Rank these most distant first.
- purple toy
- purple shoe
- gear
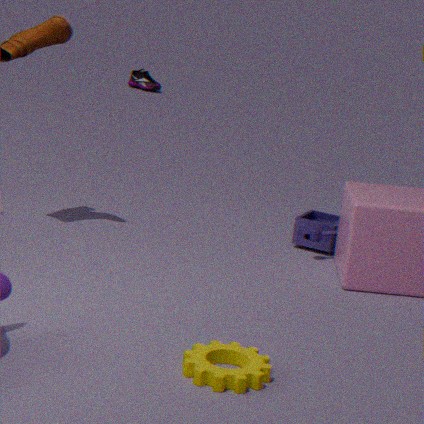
purple shoe → purple toy → gear
